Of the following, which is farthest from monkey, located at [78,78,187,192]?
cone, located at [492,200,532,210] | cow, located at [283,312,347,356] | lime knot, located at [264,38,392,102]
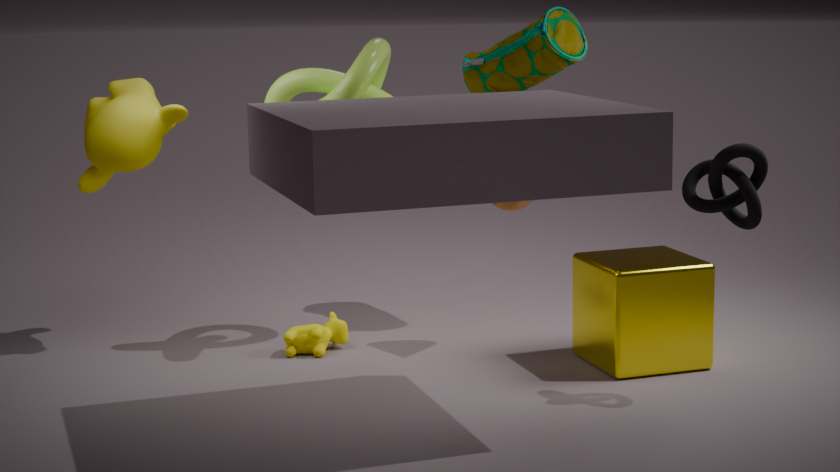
cone, located at [492,200,532,210]
